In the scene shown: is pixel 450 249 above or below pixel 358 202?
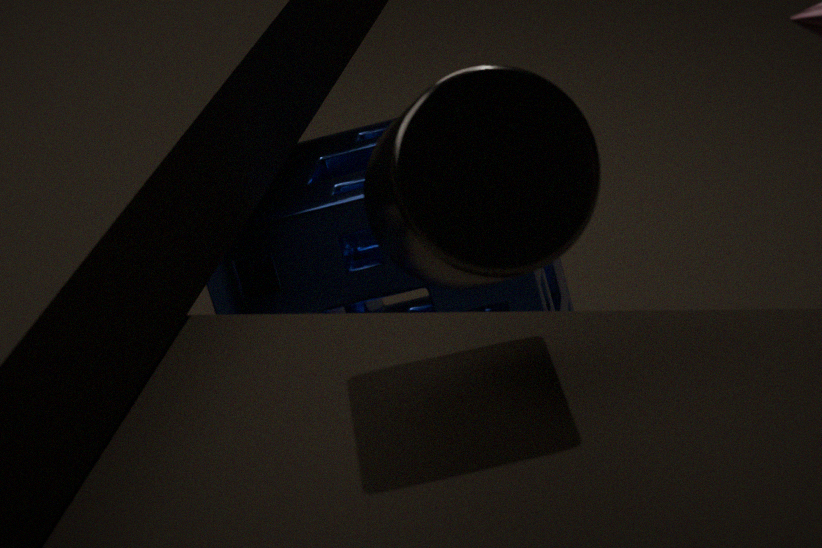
above
